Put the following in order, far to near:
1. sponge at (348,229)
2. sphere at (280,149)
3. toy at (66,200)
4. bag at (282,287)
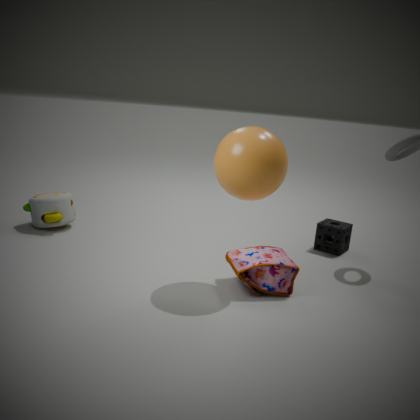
1. sponge at (348,229)
2. toy at (66,200)
3. bag at (282,287)
4. sphere at (280,149)
